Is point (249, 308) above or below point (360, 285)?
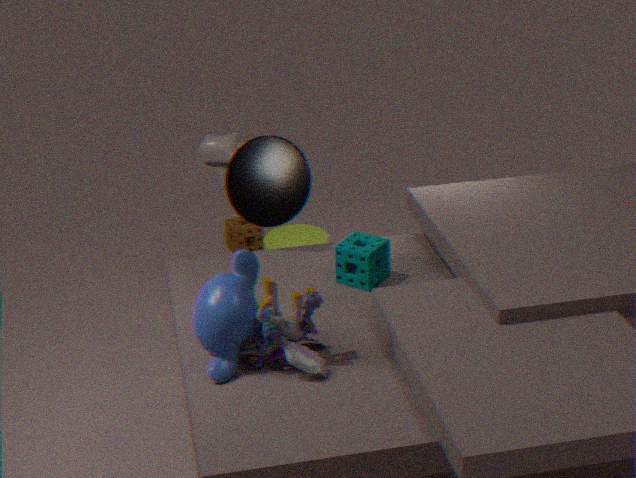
above
